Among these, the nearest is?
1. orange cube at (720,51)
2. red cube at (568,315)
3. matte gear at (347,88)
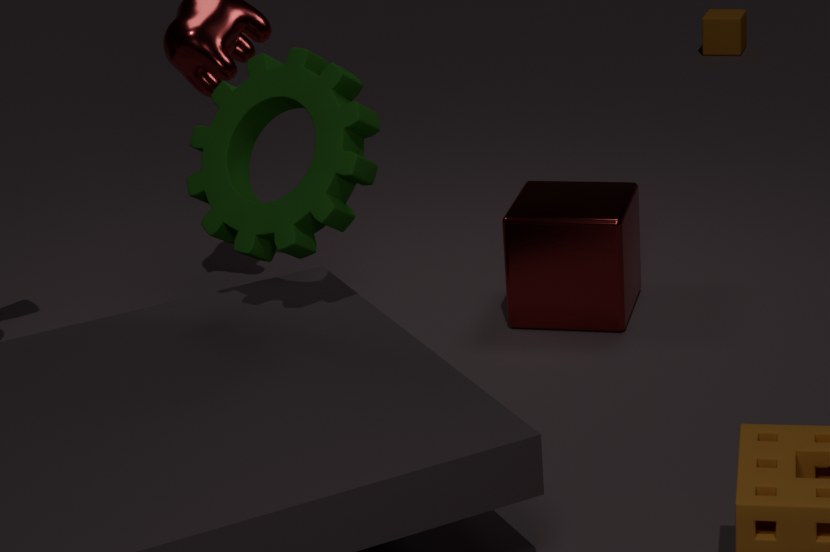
matte gear at (347,88)
